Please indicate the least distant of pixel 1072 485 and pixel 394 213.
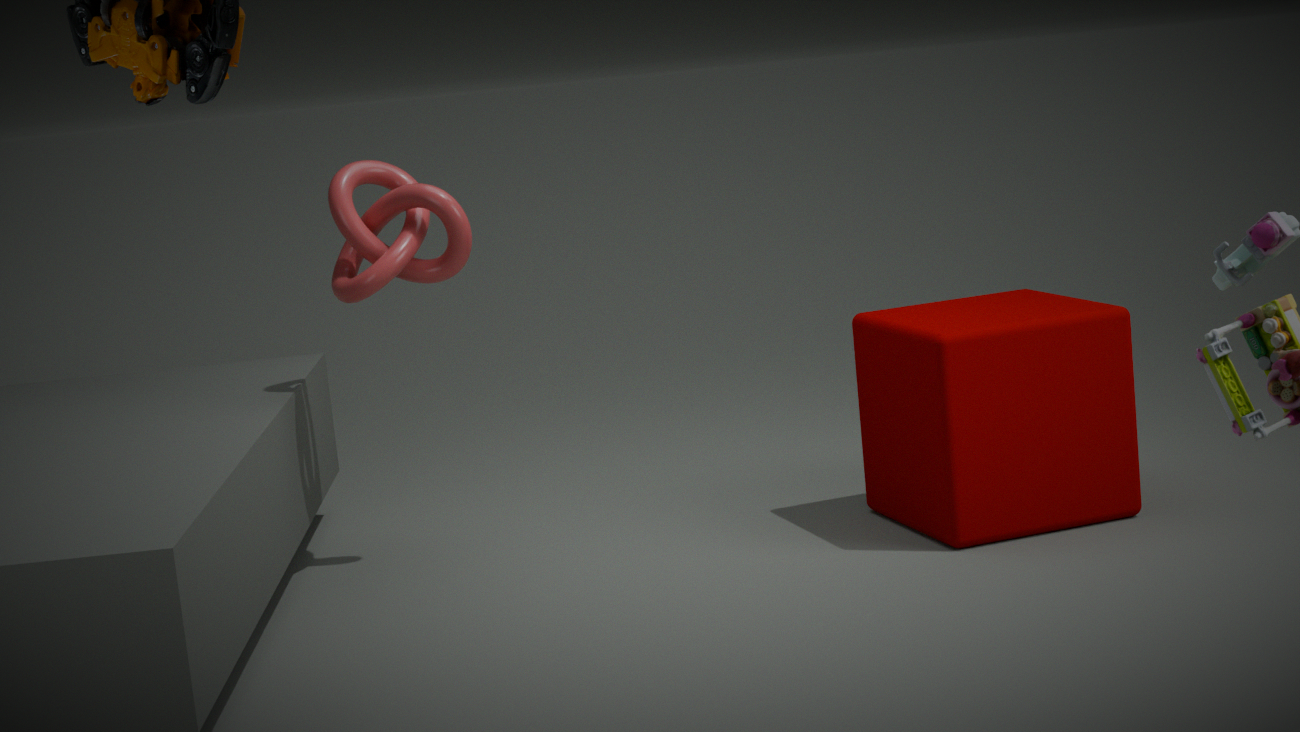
pixel 1072 485
